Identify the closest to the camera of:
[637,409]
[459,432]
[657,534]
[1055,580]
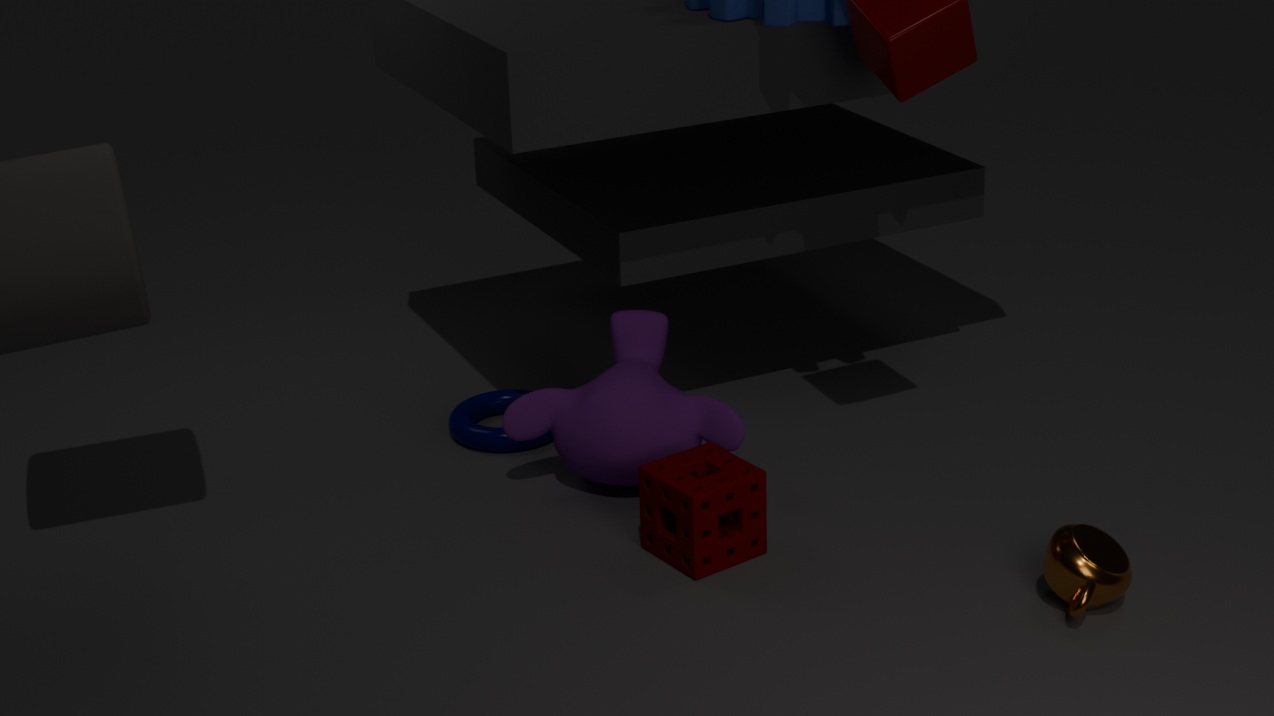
[1055,580]
